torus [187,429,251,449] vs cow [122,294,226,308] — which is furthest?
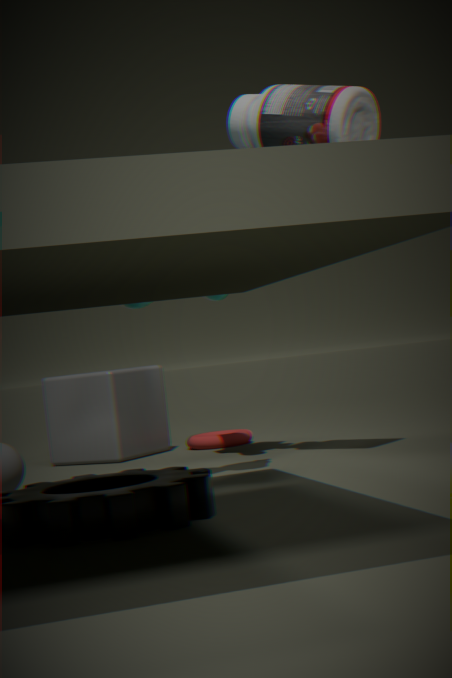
torus [187,429,251,449]
